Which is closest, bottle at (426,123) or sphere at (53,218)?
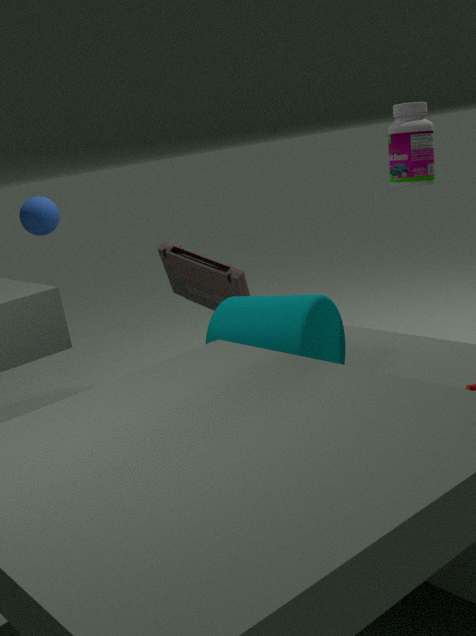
bottle at (426,123)
